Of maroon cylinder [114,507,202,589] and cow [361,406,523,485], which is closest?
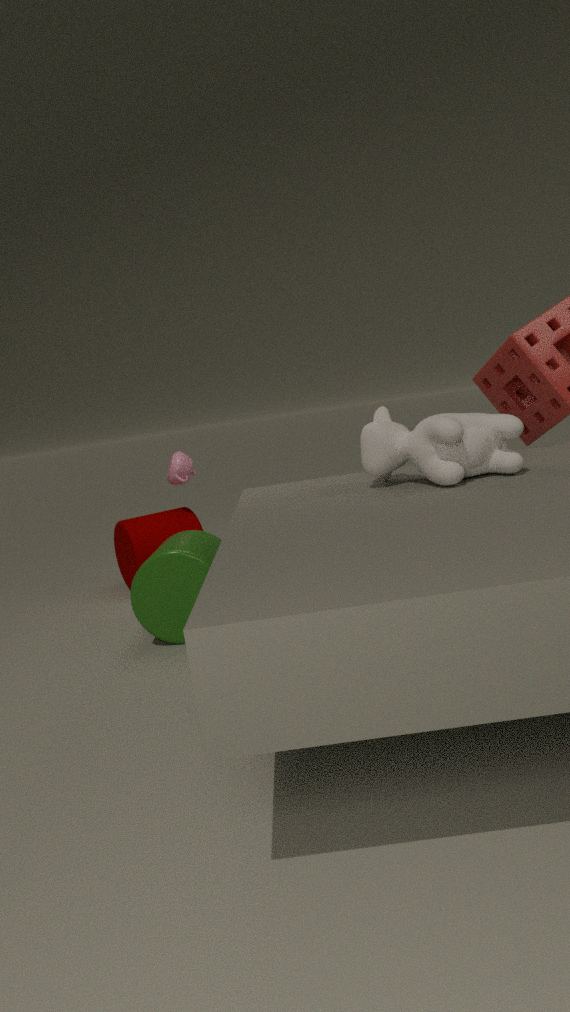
cow [361,406,523,485]
